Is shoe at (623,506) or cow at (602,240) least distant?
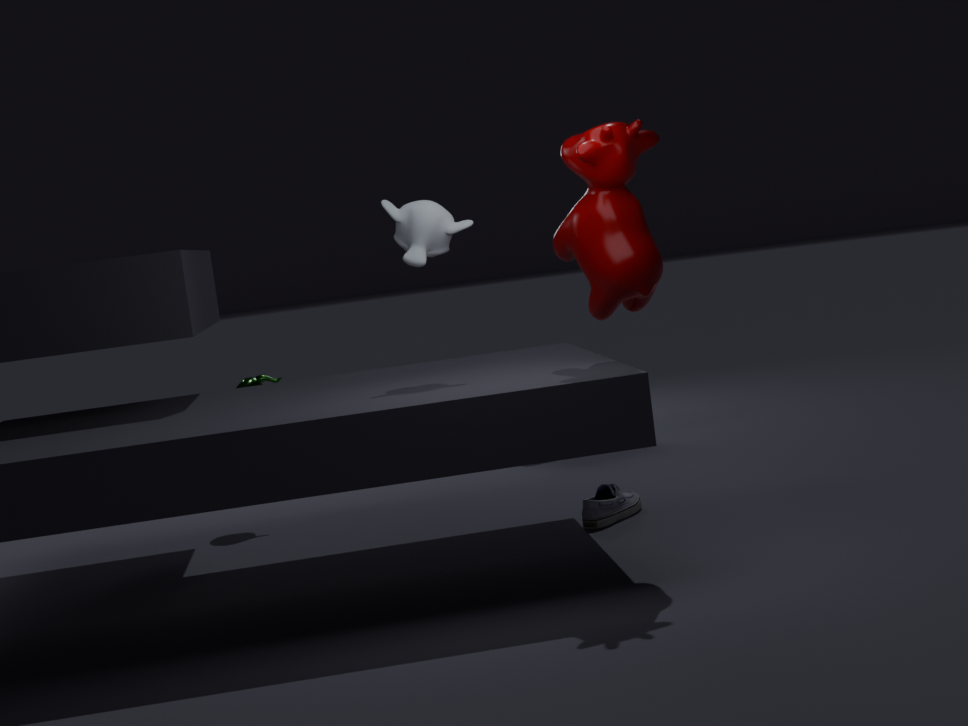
cow at (602,240)
